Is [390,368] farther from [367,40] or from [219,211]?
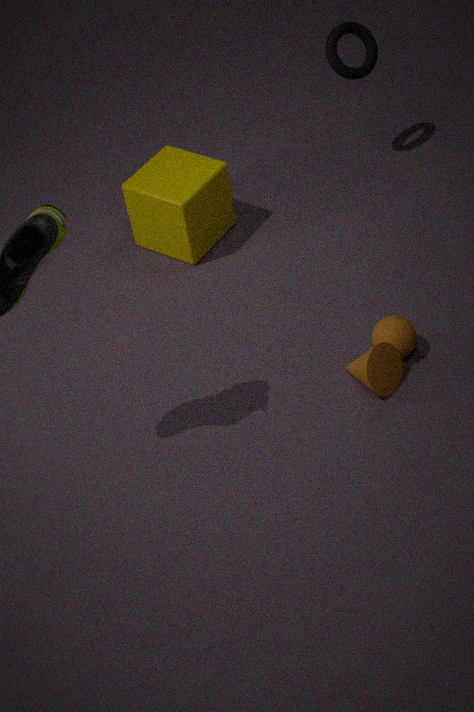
[367,40]
